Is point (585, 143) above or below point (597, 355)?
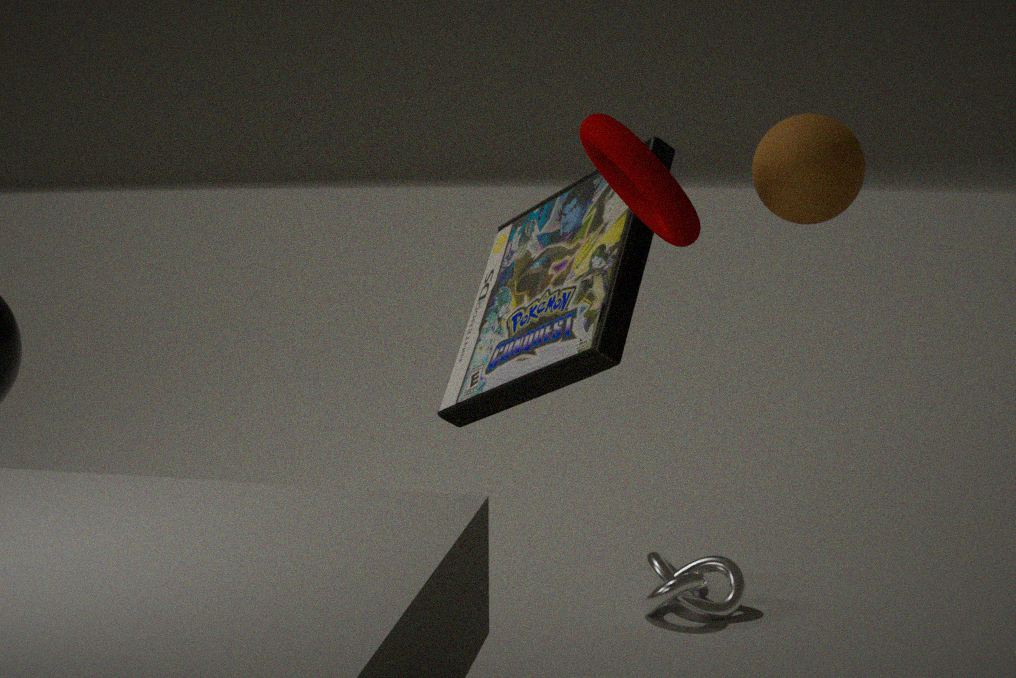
above
